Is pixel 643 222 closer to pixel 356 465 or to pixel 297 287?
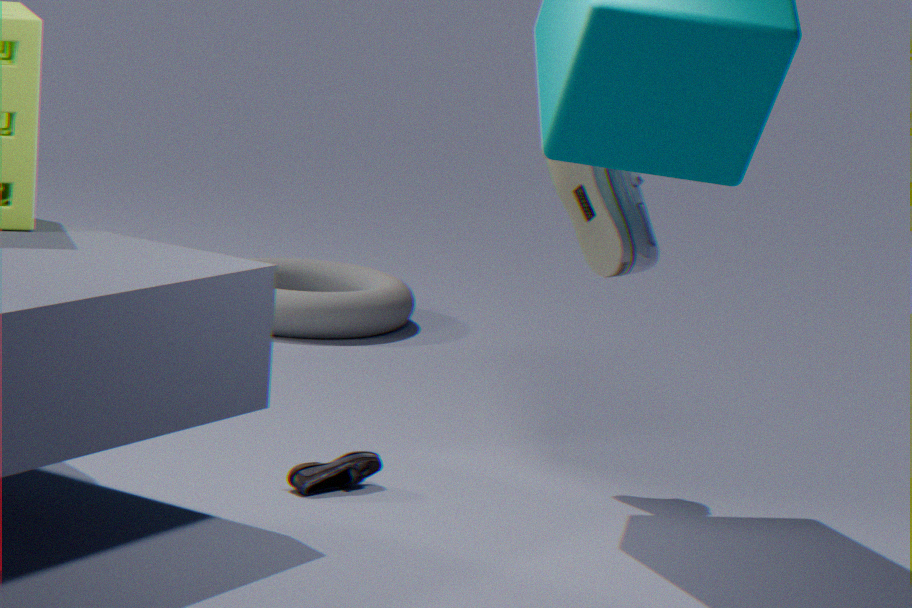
pixel 356 465
